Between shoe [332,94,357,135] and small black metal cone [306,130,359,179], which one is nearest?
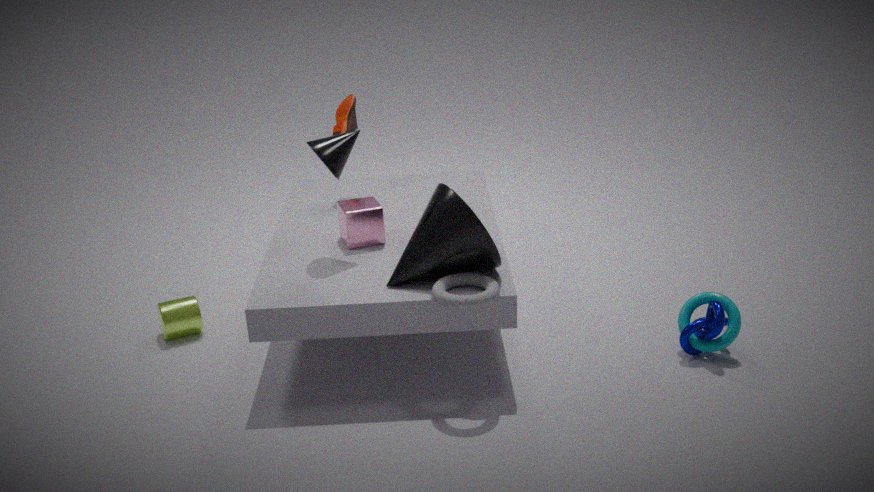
small black metal cone [306,130,359,179]
